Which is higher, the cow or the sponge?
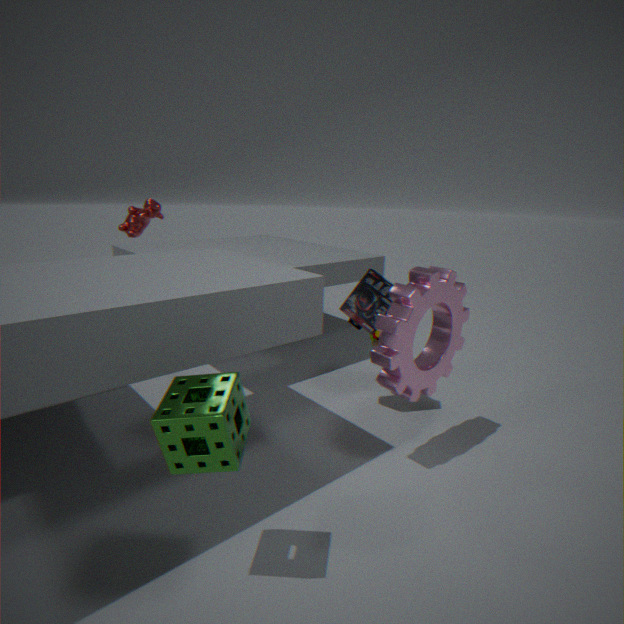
the cow
